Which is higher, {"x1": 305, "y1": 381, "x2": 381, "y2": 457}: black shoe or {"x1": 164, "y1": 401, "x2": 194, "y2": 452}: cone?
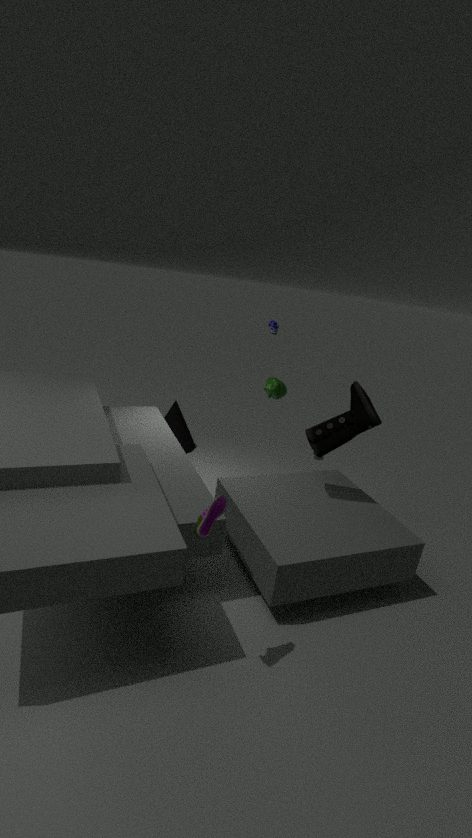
{"x1": 305, "y1": 381, "x2": 381, "y2": 457}: black shoe
